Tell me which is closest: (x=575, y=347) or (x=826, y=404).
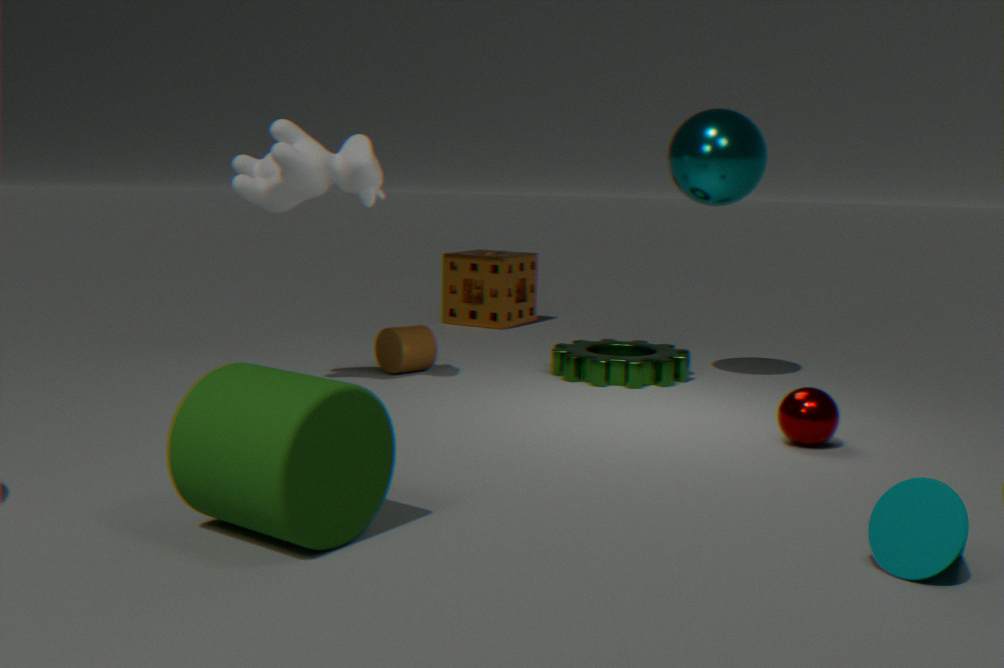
(x=826, y=404)
